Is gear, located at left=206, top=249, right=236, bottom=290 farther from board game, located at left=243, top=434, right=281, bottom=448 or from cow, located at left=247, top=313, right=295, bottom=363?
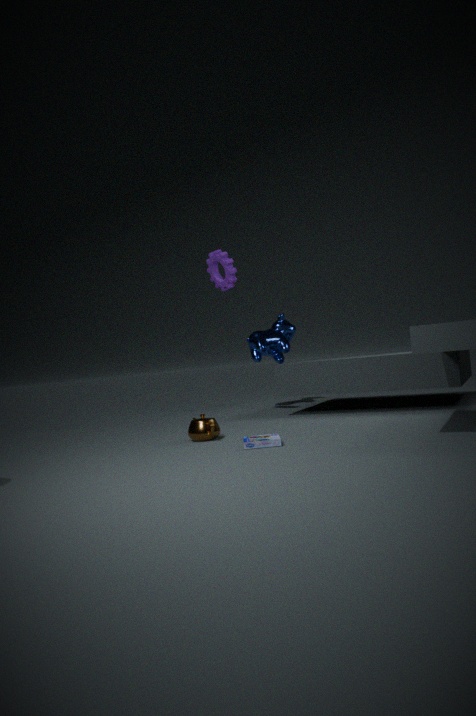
board game, located at left=243, top=434, right=281, bottom=448
